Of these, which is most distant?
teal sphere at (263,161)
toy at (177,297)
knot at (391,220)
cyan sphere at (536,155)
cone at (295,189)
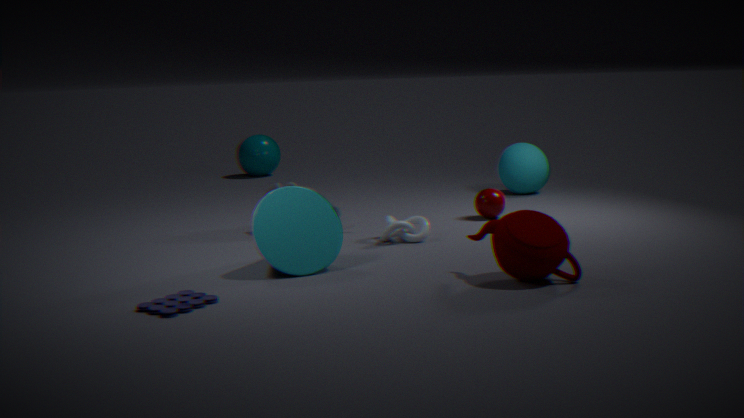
teal sphere at (263,161)
